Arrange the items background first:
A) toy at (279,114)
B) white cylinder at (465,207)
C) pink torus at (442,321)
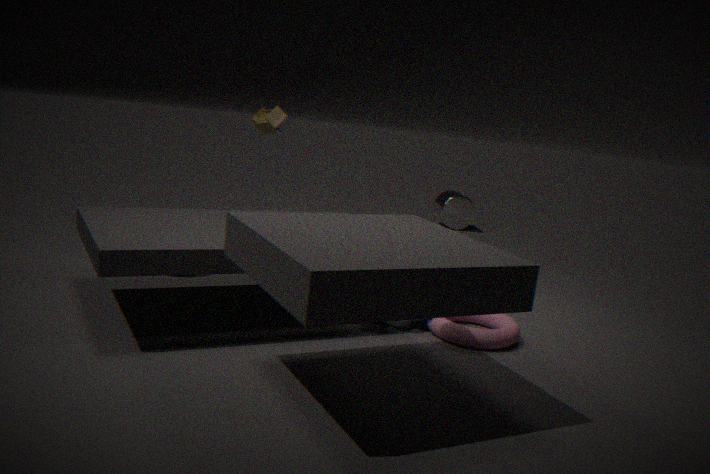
white cylinder at (465,207)
toy at (279,114)
pink torus at (442,321)
